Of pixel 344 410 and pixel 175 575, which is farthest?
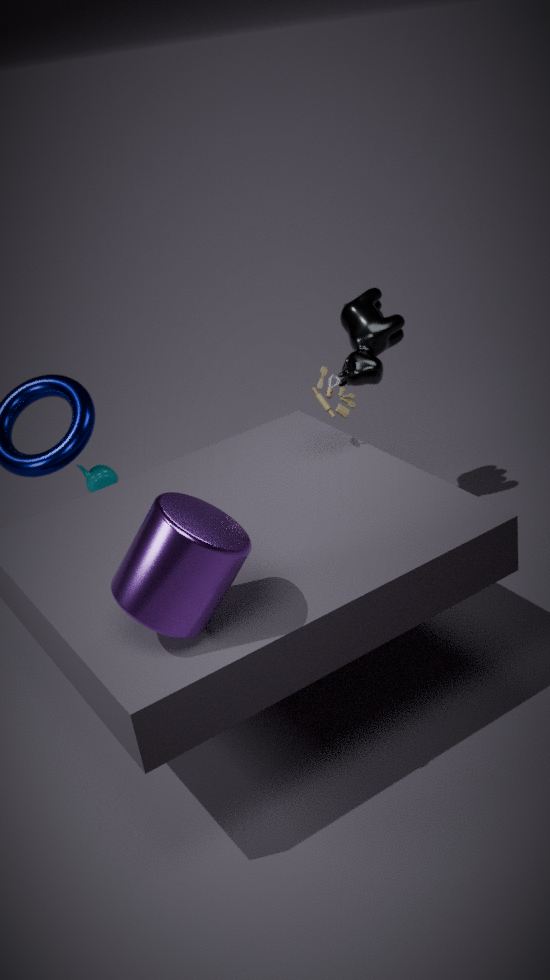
pixel 344 410
